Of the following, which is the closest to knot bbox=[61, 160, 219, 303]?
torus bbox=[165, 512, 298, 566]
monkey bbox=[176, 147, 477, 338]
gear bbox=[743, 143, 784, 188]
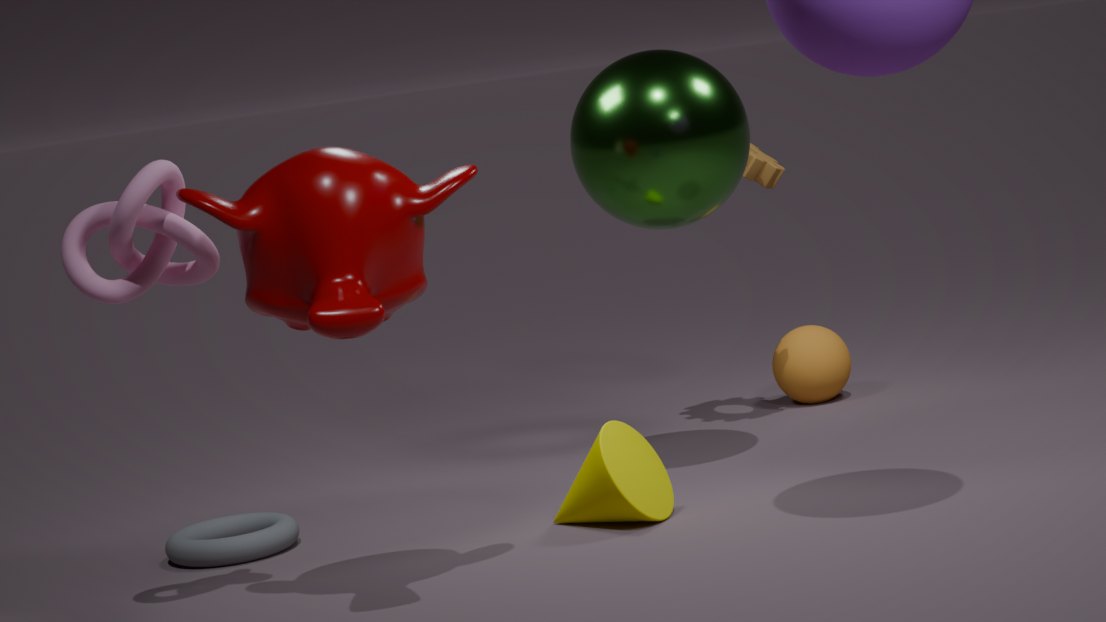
monkey bbox=[176, 147, 477, 338]
